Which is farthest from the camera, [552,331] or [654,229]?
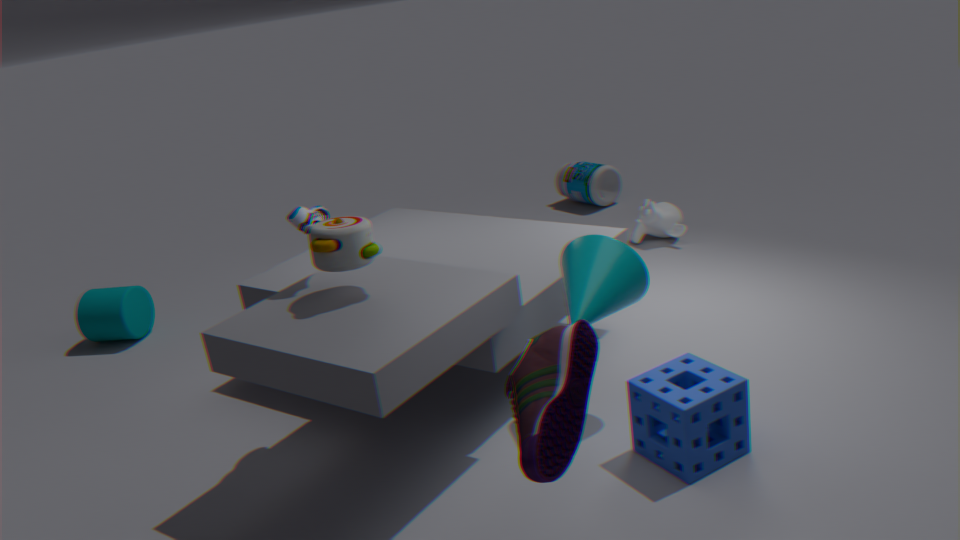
[654,229]
